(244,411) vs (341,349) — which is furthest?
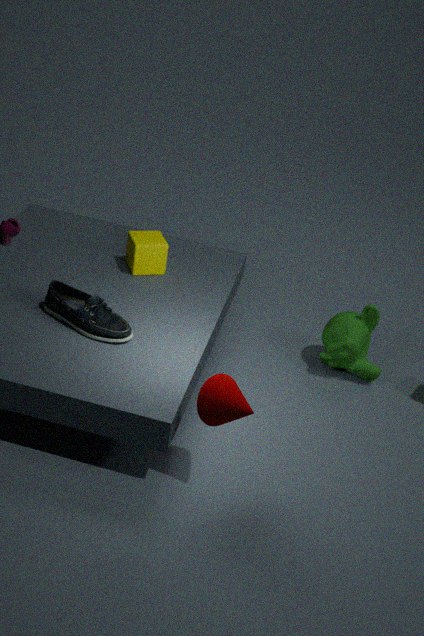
(341,349)
